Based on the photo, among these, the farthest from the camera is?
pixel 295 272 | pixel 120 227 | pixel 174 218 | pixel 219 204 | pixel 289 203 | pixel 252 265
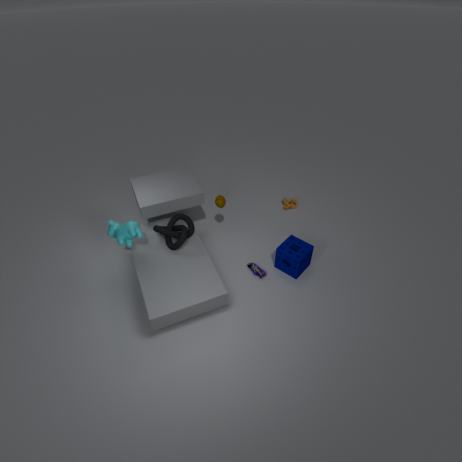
pixel 289 203
